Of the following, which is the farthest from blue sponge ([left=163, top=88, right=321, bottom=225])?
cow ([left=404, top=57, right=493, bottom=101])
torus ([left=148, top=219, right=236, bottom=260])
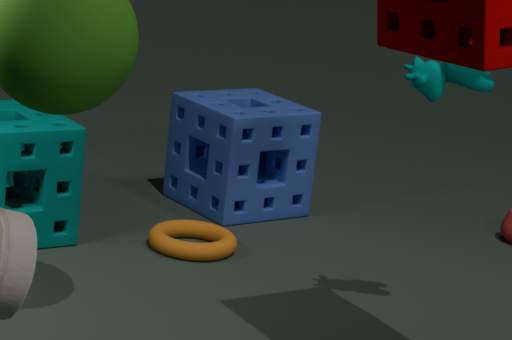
cow ([left=404, top=57, right=493, bottom=101])
